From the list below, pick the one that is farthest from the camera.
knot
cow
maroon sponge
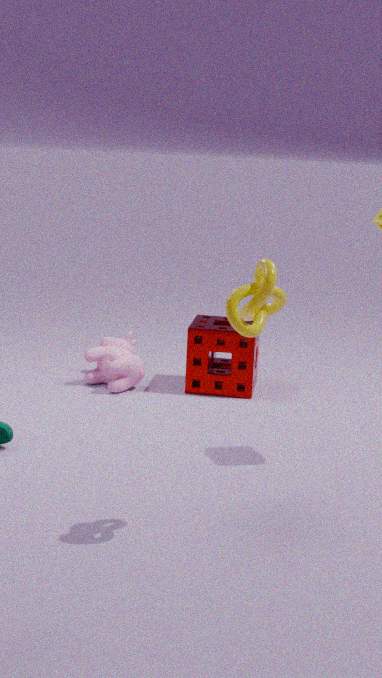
cow
